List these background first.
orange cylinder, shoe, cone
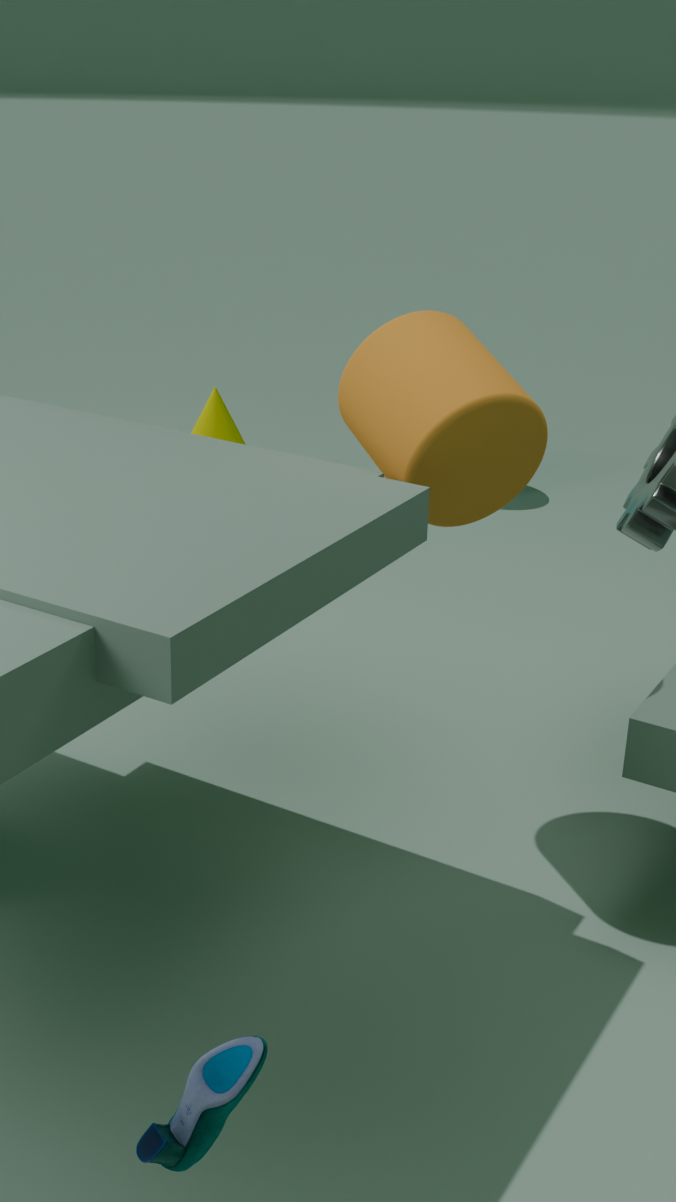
cone
orange cylinder
shoe
